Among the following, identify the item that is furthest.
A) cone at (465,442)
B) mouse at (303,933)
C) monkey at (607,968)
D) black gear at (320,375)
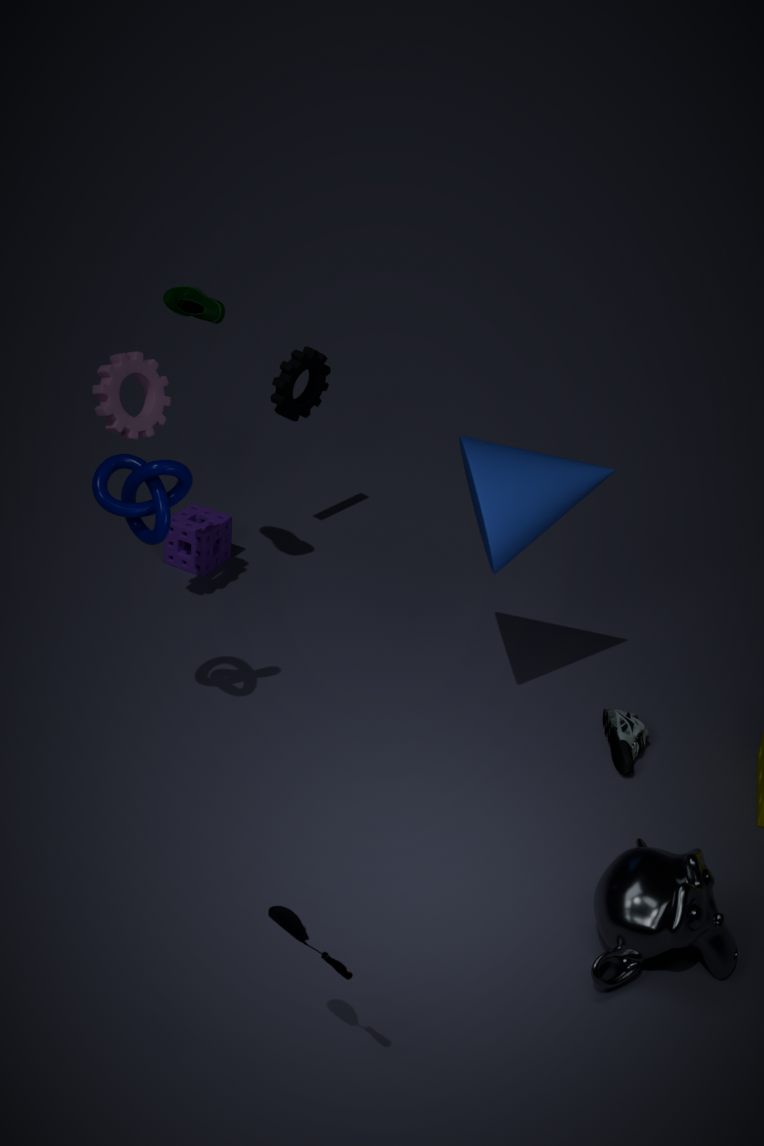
black gear at (320,375)
